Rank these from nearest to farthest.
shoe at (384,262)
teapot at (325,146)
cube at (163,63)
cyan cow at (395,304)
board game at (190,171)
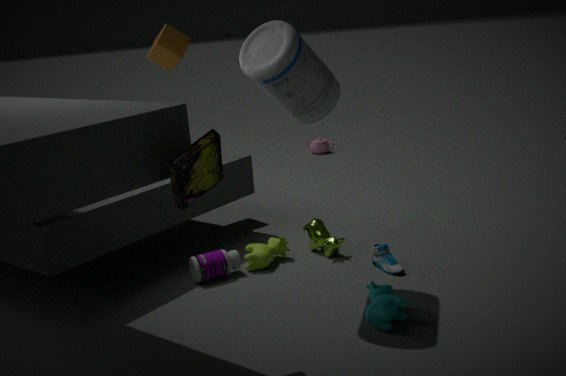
board game at (190,171) < cyan cow at (395,304) < shoe at (384,262) < cube at (163,63) < teapot at (325,146)
